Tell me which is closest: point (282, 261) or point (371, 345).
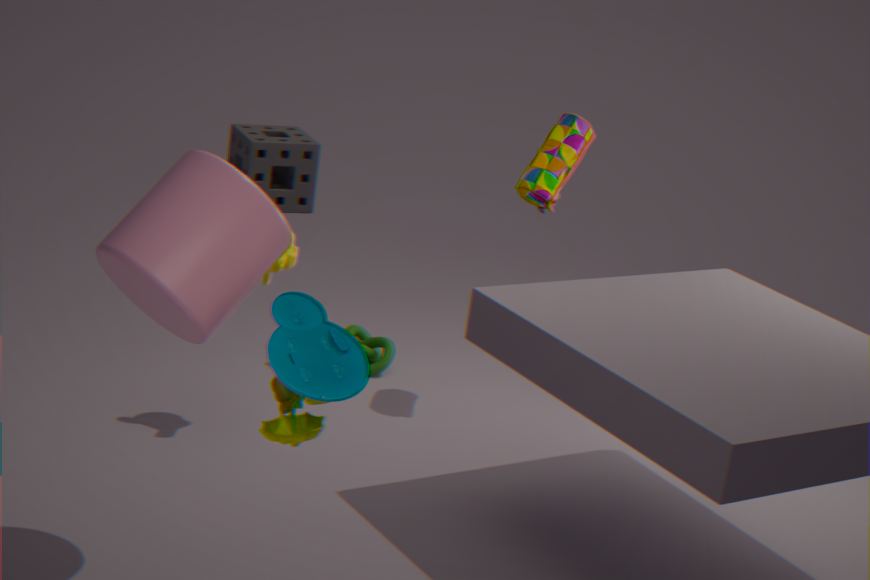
point (282, 261)
